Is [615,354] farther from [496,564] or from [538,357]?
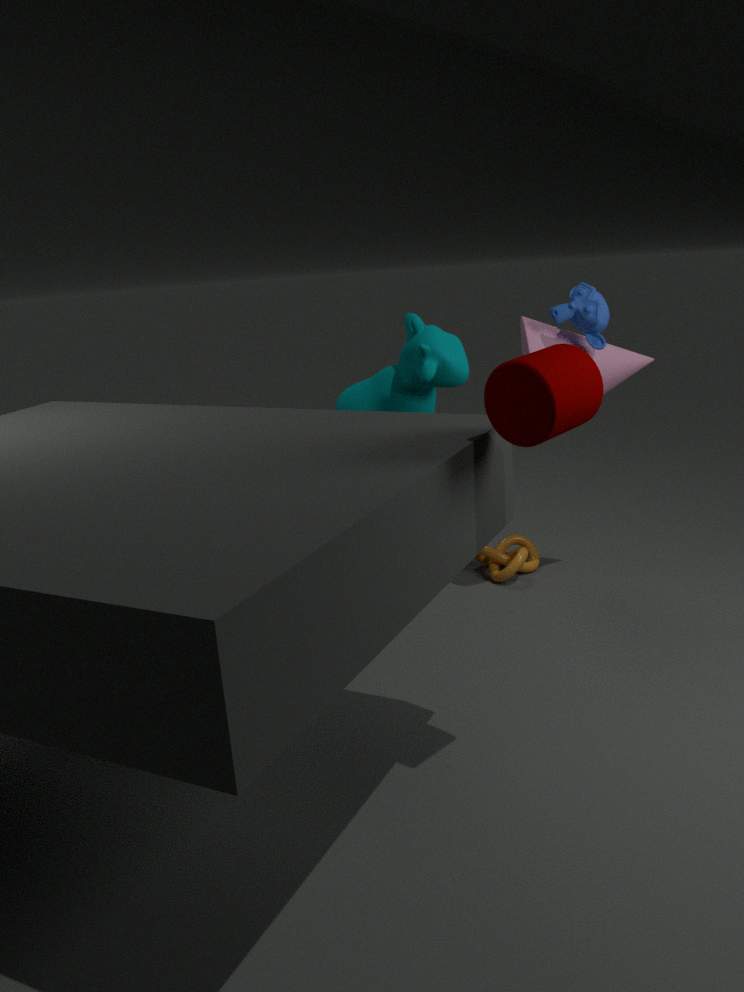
[538,357]
